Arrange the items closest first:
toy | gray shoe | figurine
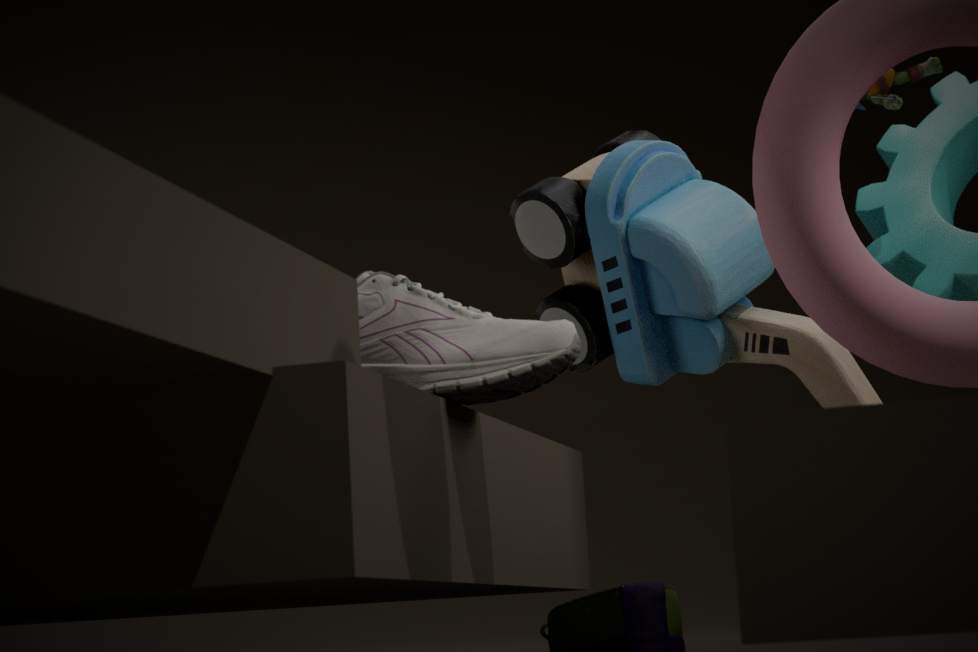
1. gray shoe
2. toy
3. figurine
